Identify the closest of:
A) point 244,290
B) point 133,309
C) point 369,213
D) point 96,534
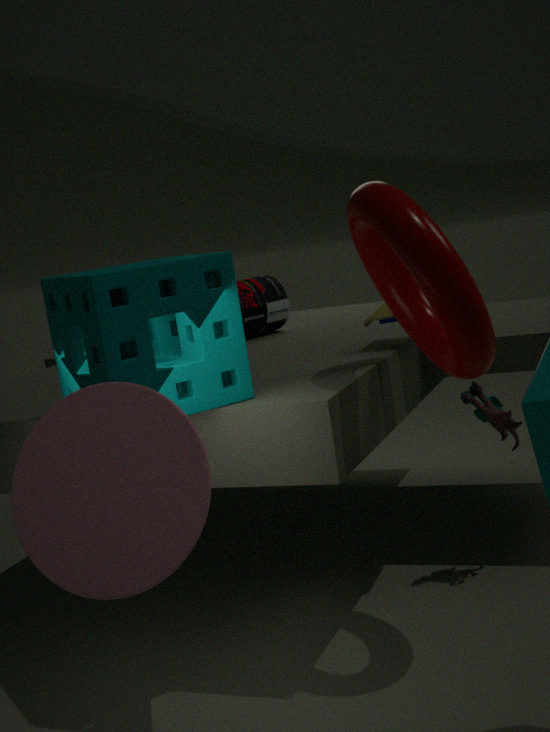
point 96,534
